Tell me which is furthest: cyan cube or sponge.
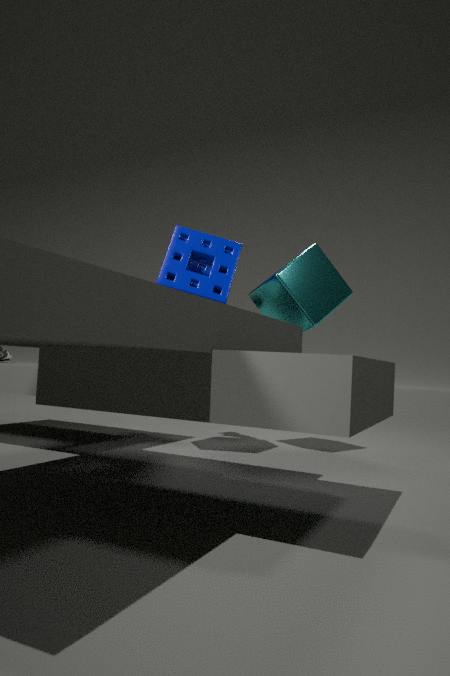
cyan cube
